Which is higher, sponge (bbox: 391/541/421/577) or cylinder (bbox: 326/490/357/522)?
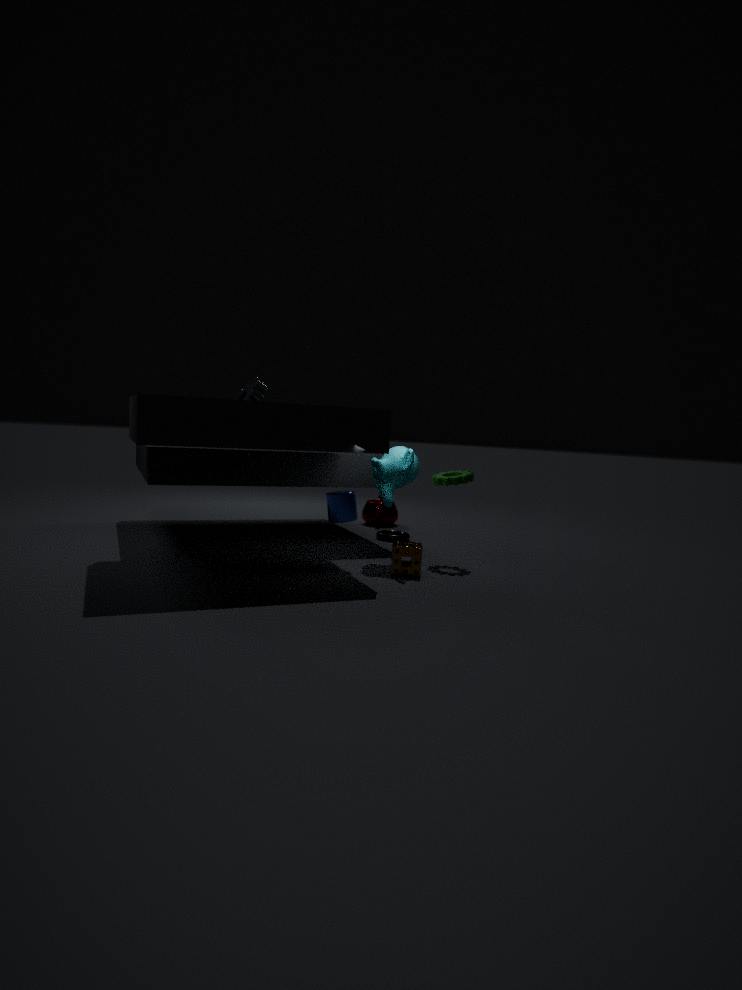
cylinder (bbox: 326/490/357/522)
